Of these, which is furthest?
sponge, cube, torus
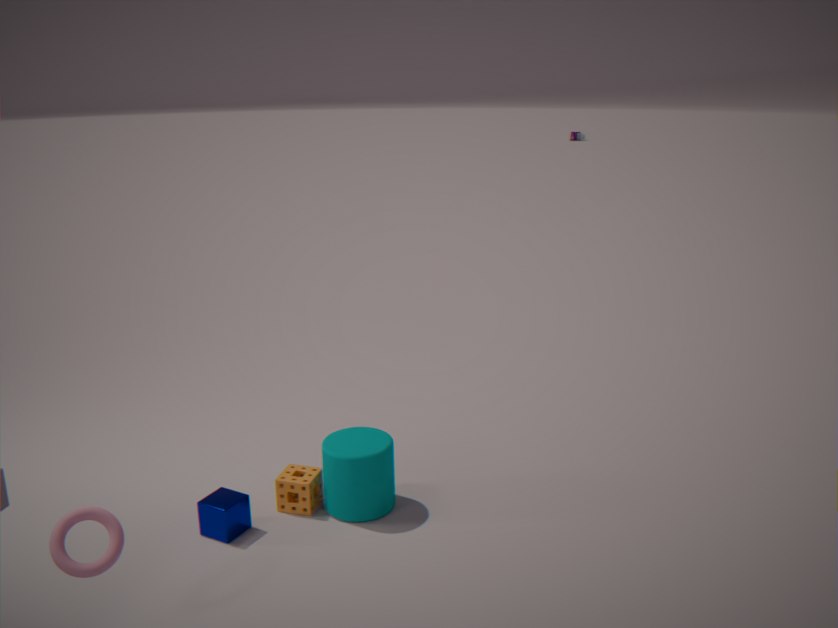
sponge
